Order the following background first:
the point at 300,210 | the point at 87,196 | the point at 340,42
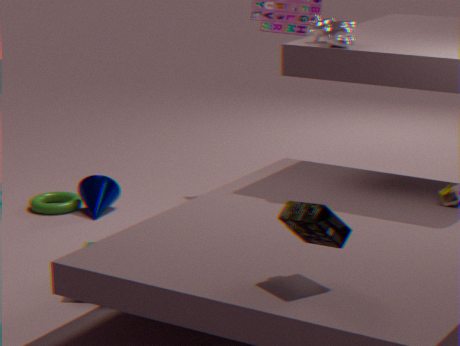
the point at 87,196, the point at 340,42, the point at 300,210
